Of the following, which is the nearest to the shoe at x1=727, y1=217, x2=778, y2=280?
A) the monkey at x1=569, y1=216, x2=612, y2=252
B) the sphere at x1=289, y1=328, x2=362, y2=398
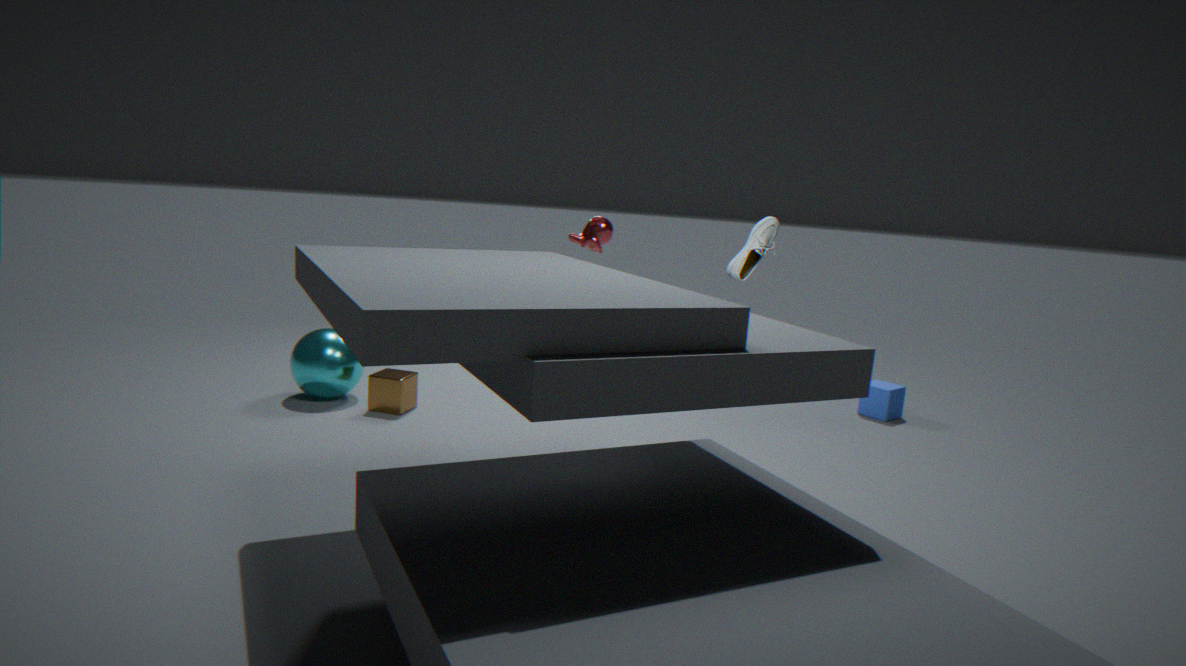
the monkey at x1=569, y1=216, x2=612, y2=252
